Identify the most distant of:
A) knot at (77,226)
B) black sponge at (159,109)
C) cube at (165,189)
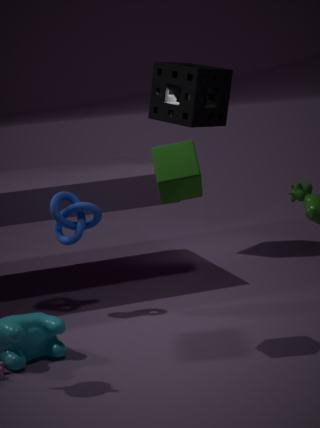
black sponge at (159,109)
